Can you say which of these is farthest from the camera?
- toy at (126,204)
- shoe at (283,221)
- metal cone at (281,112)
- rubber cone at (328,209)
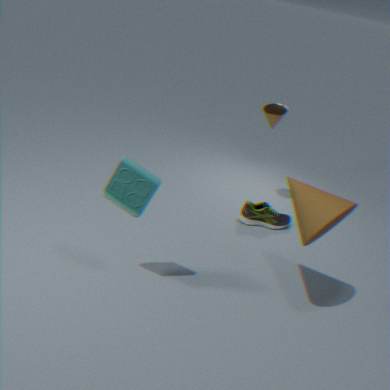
shoe at (283,221)
